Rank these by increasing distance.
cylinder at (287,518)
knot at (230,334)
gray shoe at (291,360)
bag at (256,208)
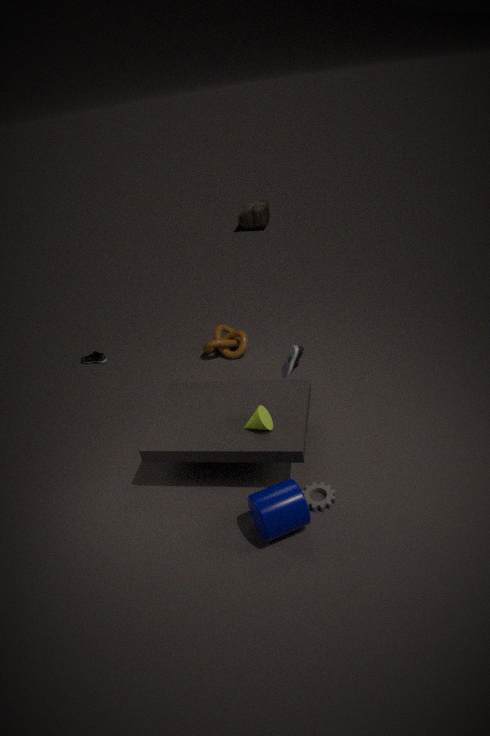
cylinder at (287,518), gray shoe at (291,360), knot at (230,334), bag at (256,208)
